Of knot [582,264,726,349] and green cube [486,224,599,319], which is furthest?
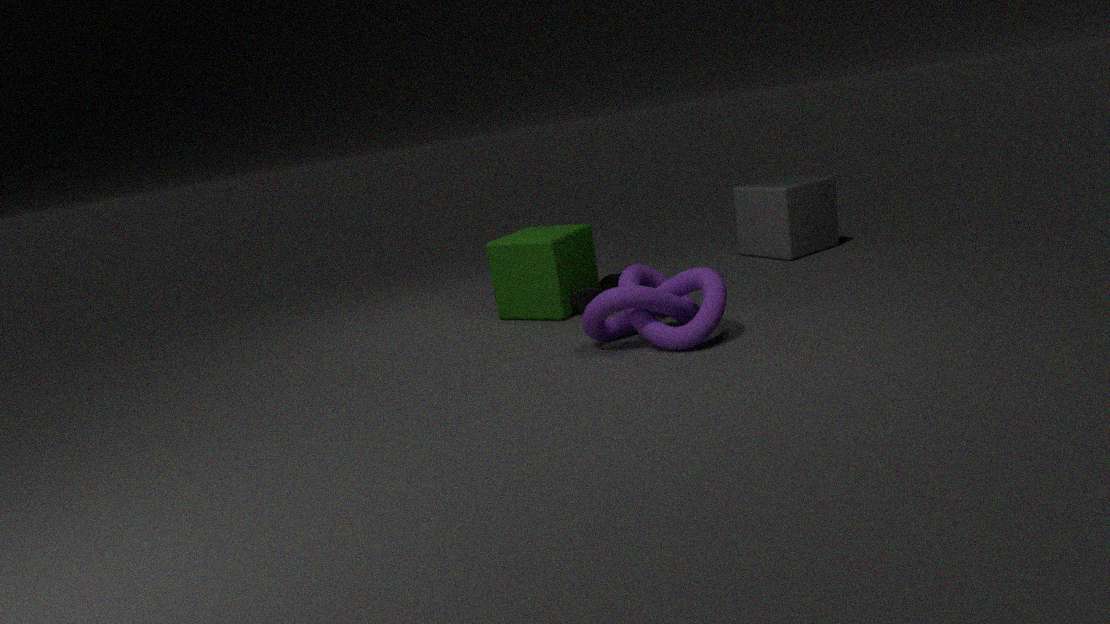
green cube [486,224,599,319]
